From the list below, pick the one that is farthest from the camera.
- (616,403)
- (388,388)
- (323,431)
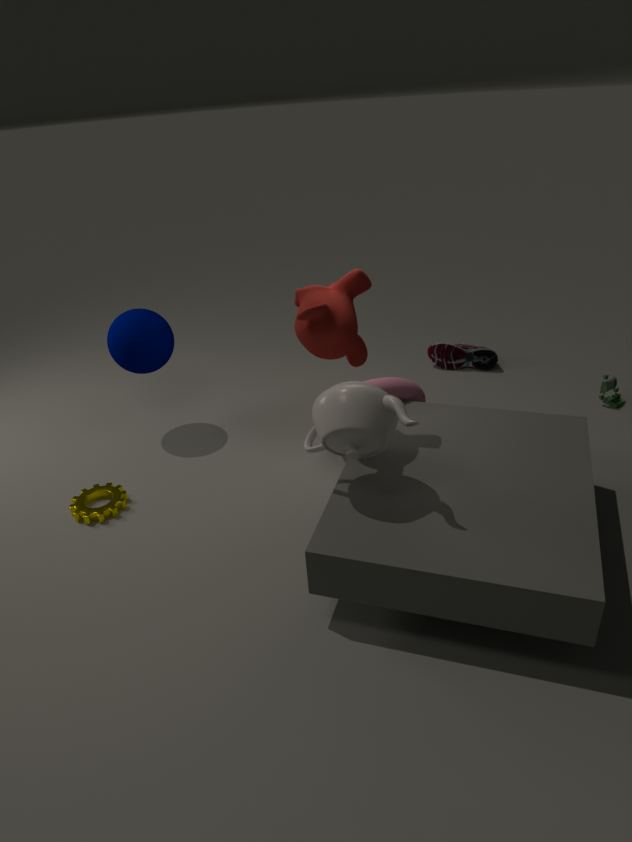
(616,403)
